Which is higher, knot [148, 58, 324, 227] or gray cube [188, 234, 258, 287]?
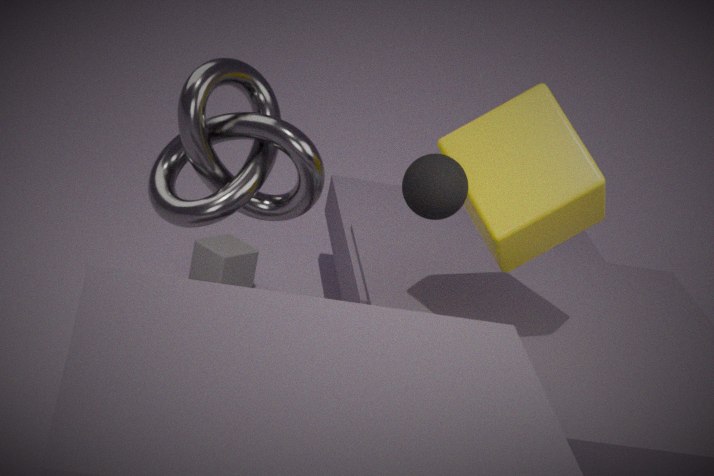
knot [148, 58, 324, 227]
